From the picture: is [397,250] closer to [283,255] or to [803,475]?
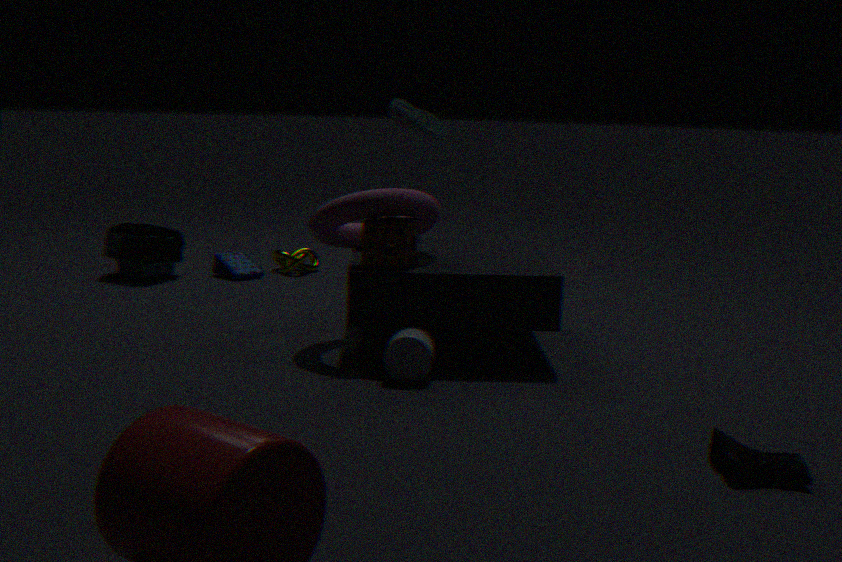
[803,475]
